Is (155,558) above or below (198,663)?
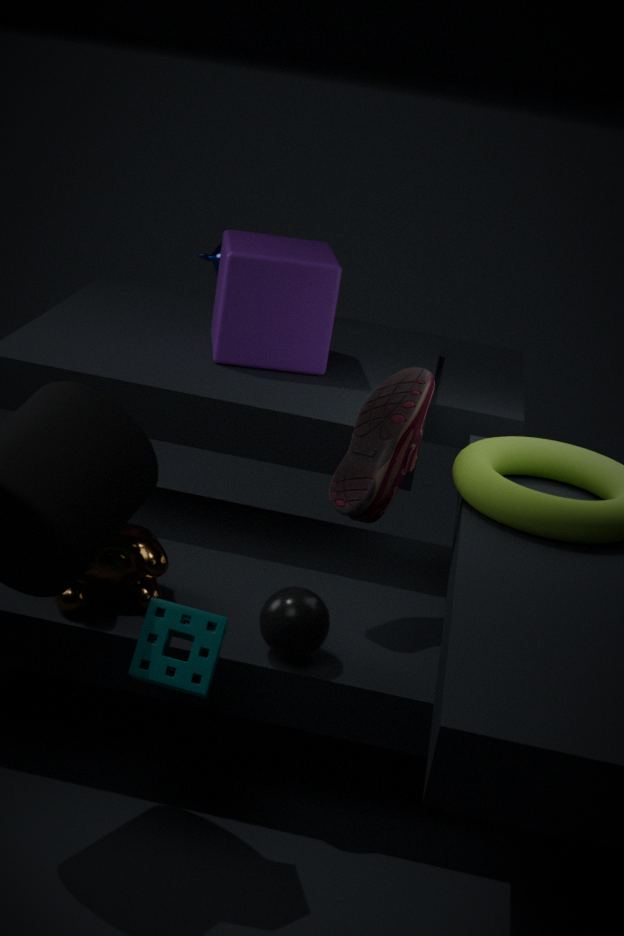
below
